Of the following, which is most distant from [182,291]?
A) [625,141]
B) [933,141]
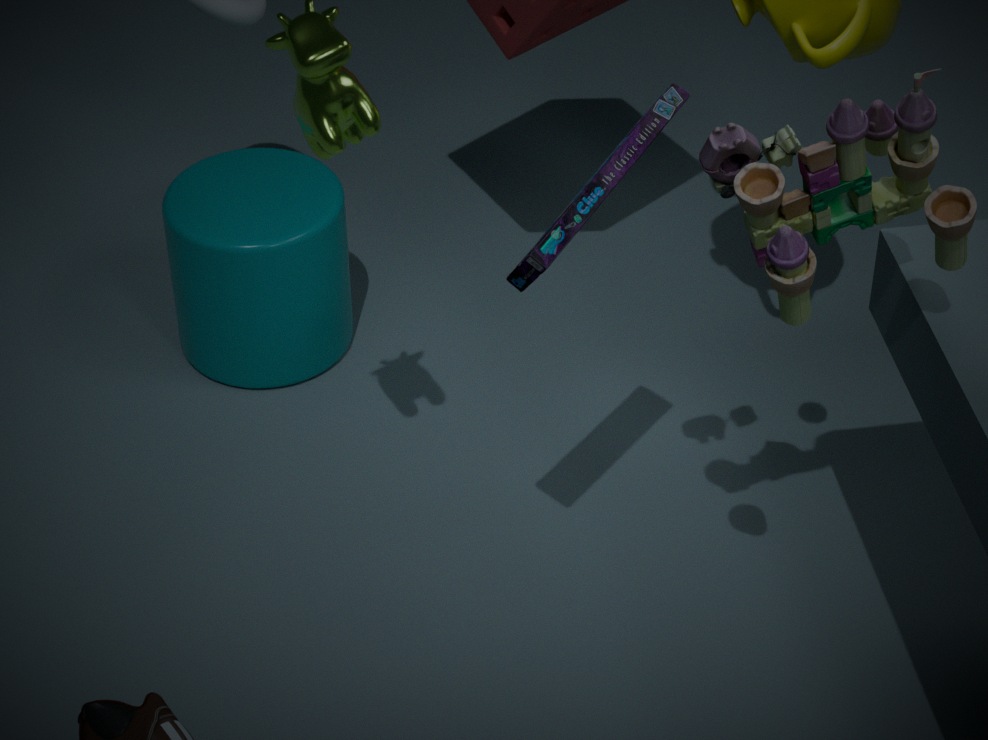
[933,141]
